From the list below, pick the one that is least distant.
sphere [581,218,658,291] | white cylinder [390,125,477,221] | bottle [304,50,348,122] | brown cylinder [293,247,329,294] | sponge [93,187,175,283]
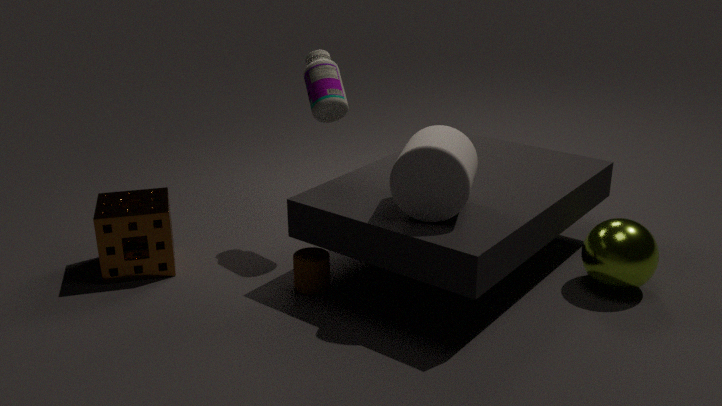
white cylinder [390,125,477,221]
